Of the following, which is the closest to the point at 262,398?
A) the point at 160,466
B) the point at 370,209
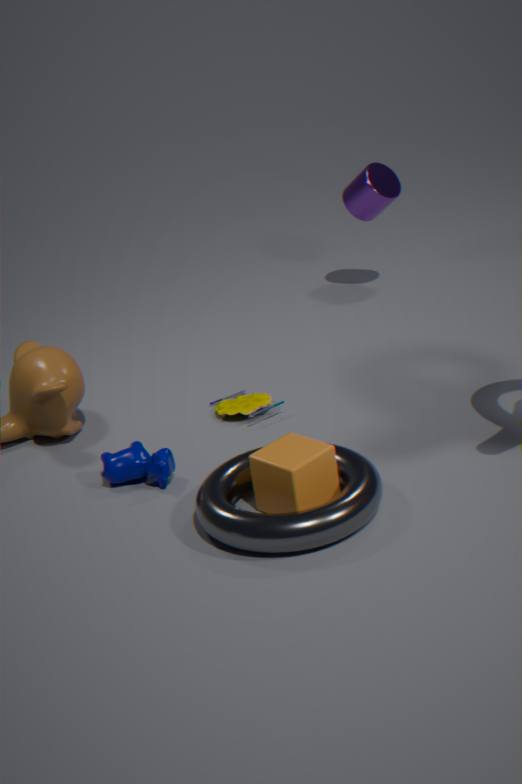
the point at 160,466
